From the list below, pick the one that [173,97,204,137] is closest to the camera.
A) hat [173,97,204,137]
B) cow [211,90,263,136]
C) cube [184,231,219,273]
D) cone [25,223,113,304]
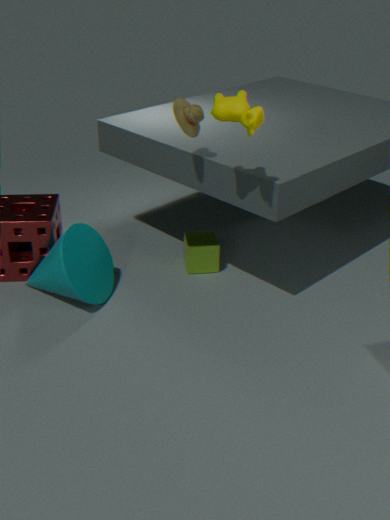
cow [211,90,263,136]
